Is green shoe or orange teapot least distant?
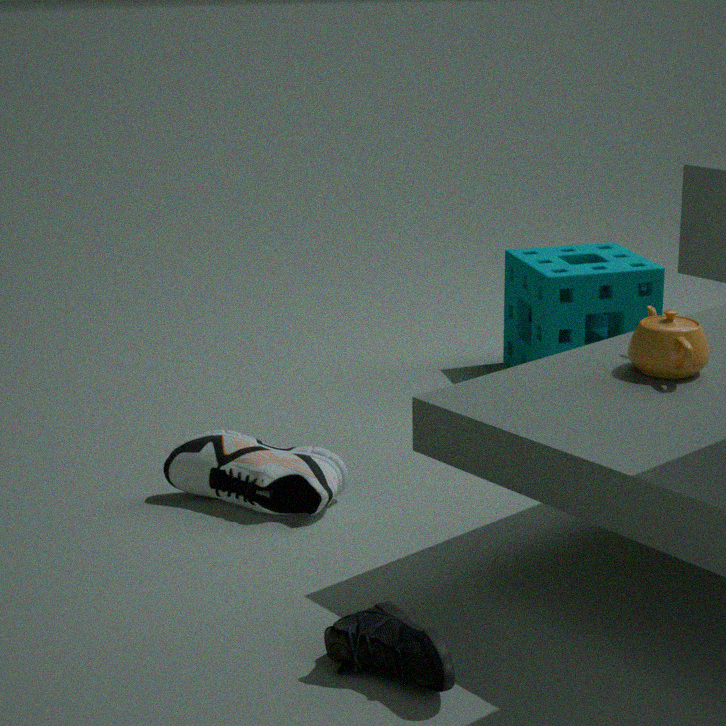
green shoe
